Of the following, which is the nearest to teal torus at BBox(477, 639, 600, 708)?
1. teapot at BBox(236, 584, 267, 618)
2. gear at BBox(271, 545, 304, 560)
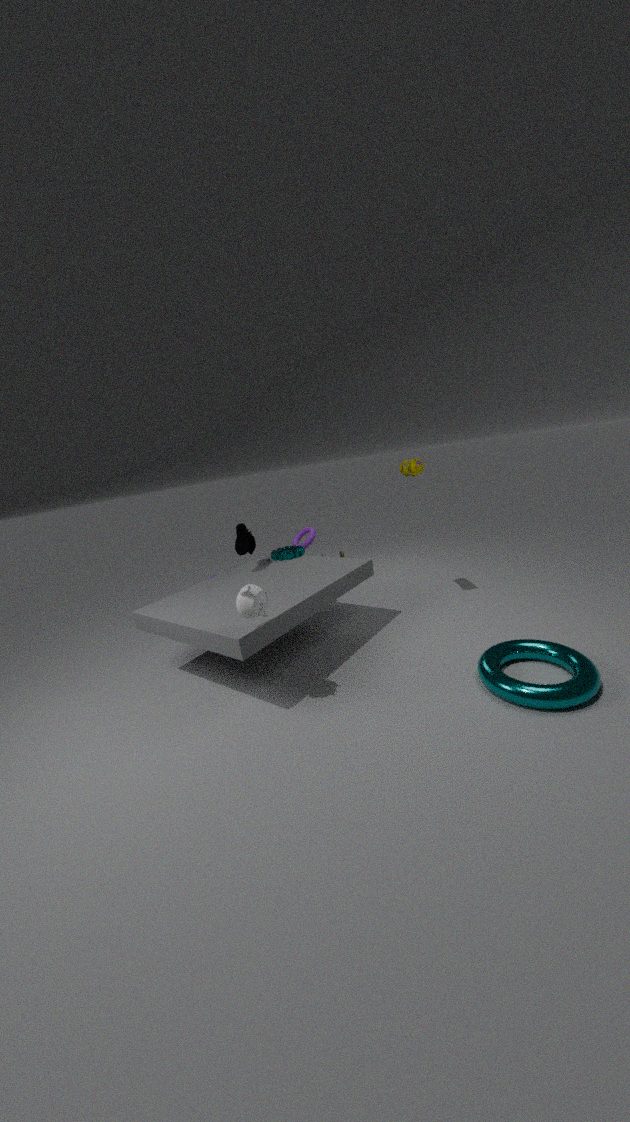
teapot at BBox(236, 584, 267, 618)
